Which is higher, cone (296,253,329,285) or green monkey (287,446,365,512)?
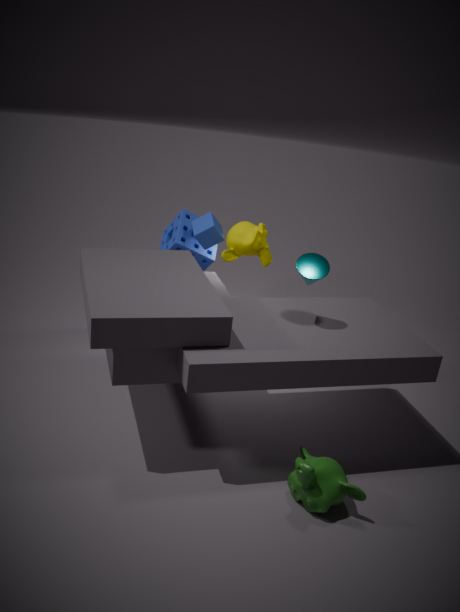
cone (296,253,329,285)
